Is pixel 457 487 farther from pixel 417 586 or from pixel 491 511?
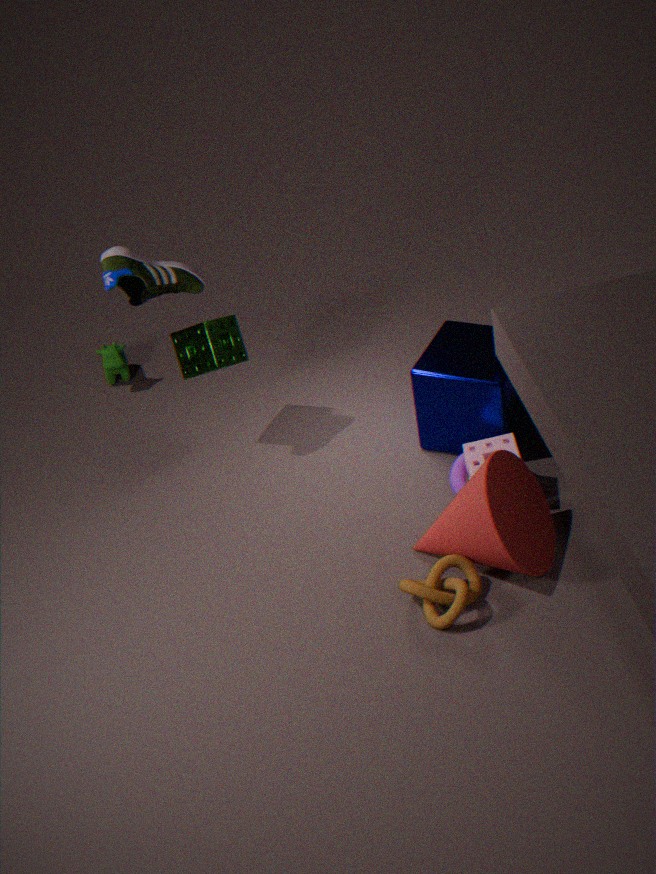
pixel 417 586
